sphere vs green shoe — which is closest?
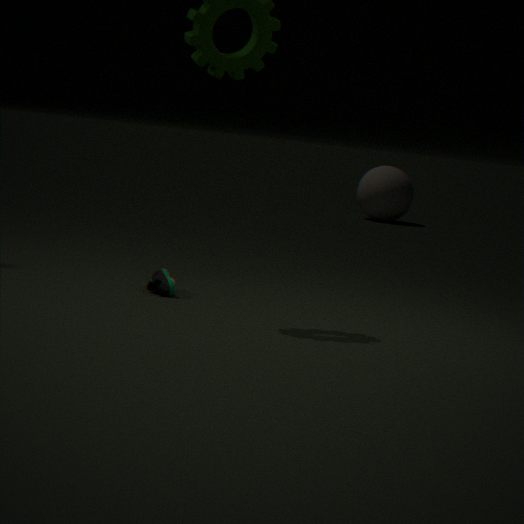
green shoe
